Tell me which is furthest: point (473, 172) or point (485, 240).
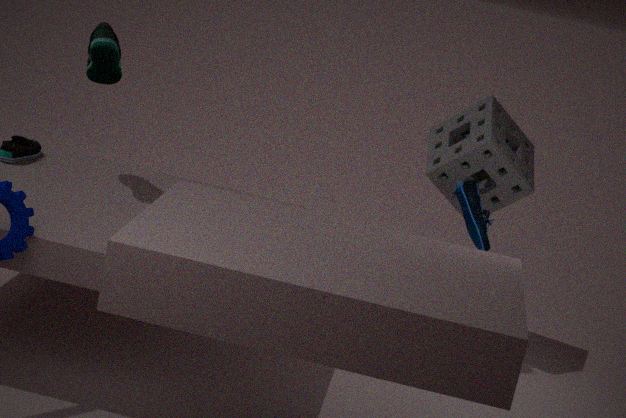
point (473, 172)
